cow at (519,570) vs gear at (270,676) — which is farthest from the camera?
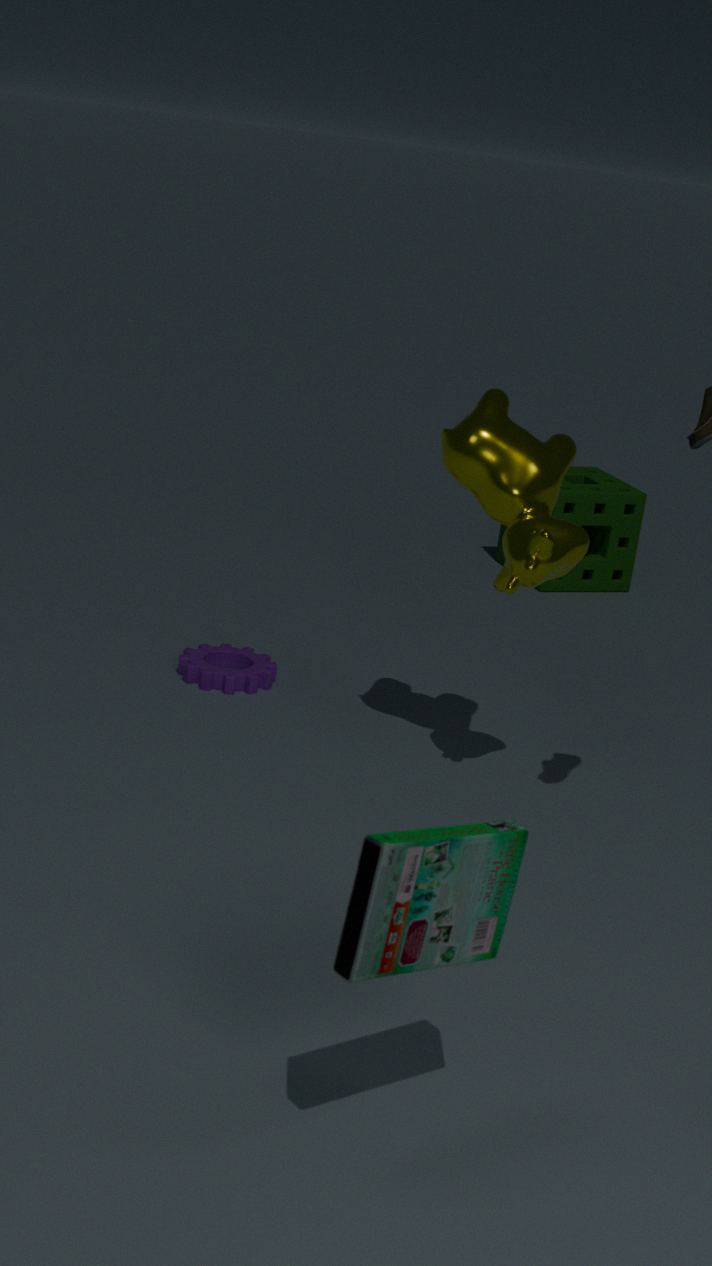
gear at (270,676)
